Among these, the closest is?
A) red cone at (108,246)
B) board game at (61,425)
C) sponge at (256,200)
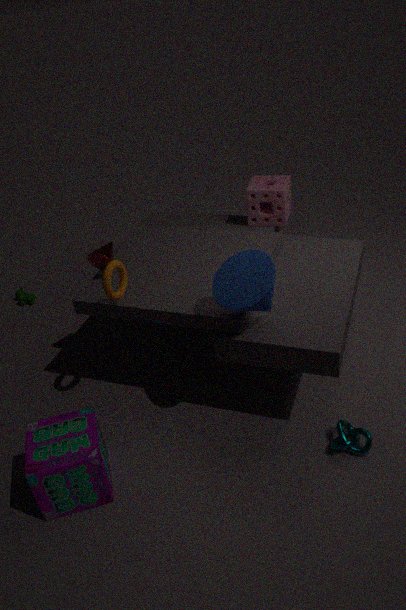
board game at (61,425)
